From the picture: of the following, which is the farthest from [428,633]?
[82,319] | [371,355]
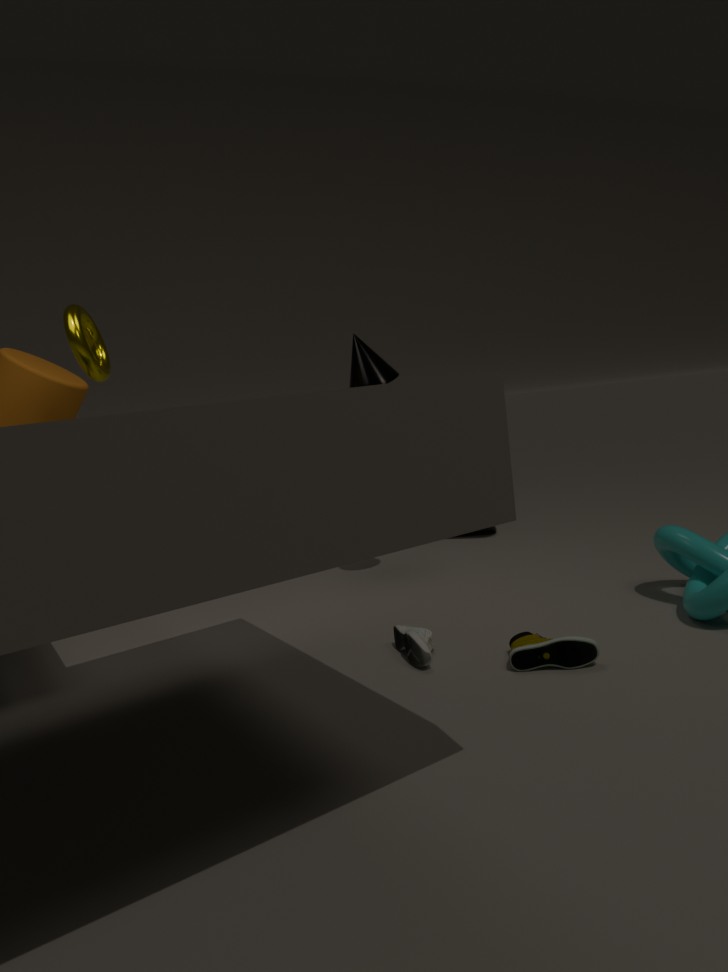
[82,319]
